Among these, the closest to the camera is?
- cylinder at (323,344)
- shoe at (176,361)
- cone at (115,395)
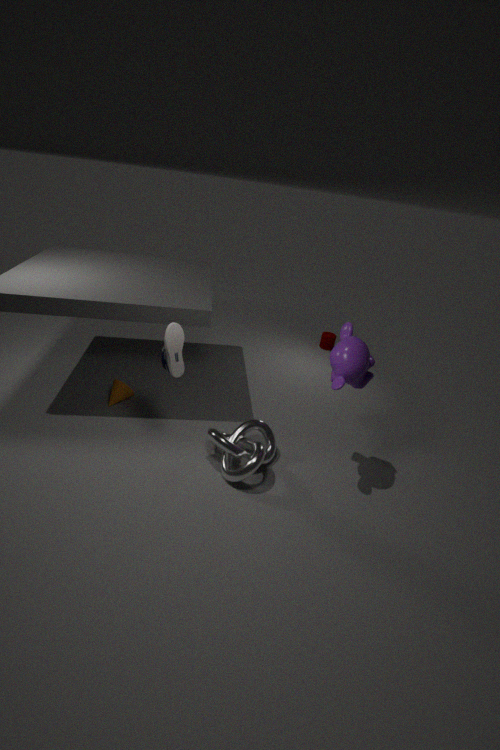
shoe at (176,361)
